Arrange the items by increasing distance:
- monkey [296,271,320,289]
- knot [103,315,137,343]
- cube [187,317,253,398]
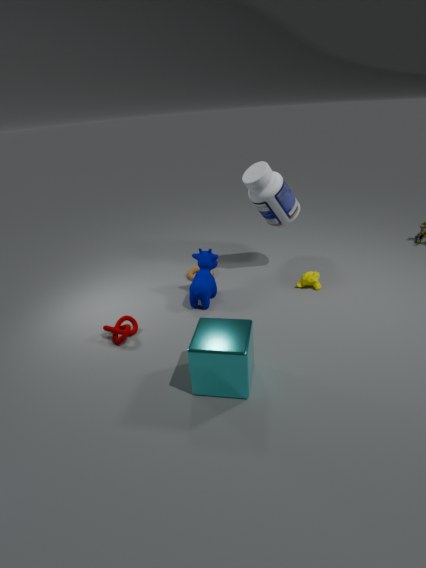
cube [187,317,253,398] < knot [103,315,137,343] < monkey [296,271,320,289]
